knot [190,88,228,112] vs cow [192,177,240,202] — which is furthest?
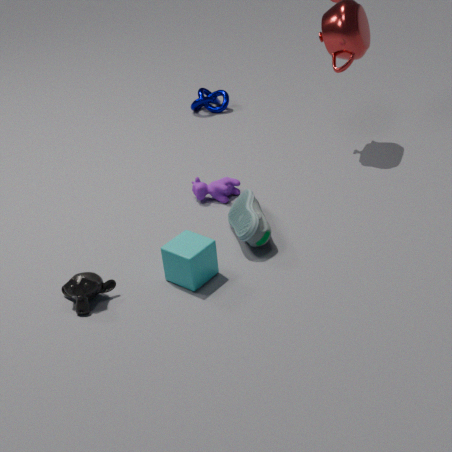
knot [190,88,228,112]
